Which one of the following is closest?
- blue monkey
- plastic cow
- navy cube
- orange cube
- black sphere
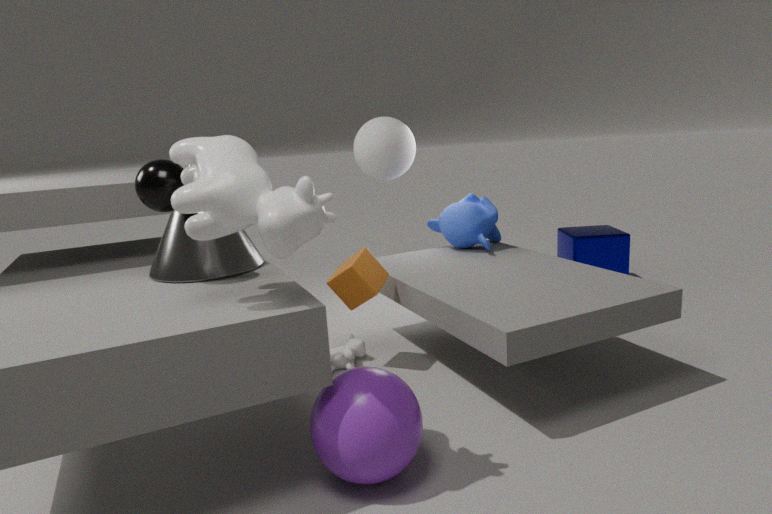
plastic cow
